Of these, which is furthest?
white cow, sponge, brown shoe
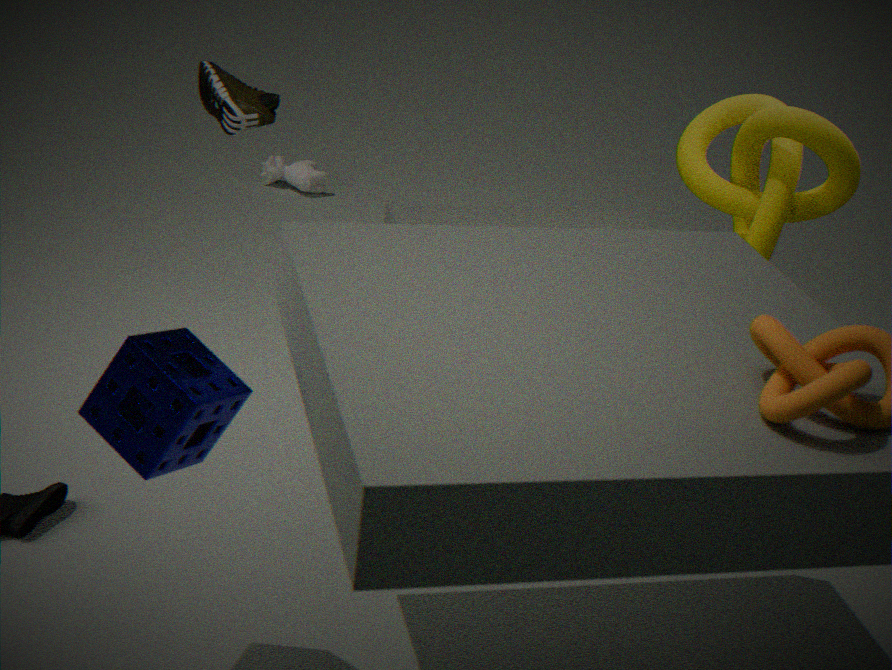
white cow
